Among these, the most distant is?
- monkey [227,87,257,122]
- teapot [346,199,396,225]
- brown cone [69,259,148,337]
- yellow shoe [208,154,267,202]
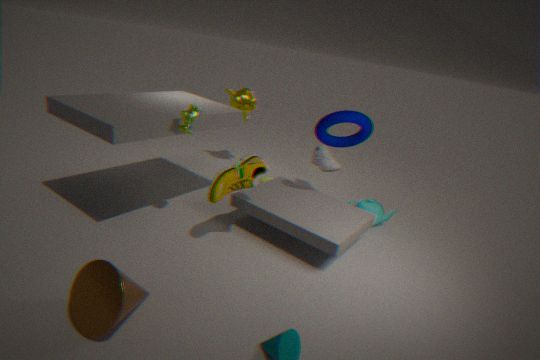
monkey [227,87,257,122]
